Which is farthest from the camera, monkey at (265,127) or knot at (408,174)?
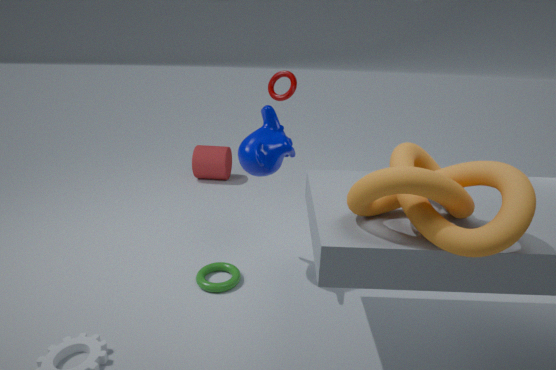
monkey at (265,127)
